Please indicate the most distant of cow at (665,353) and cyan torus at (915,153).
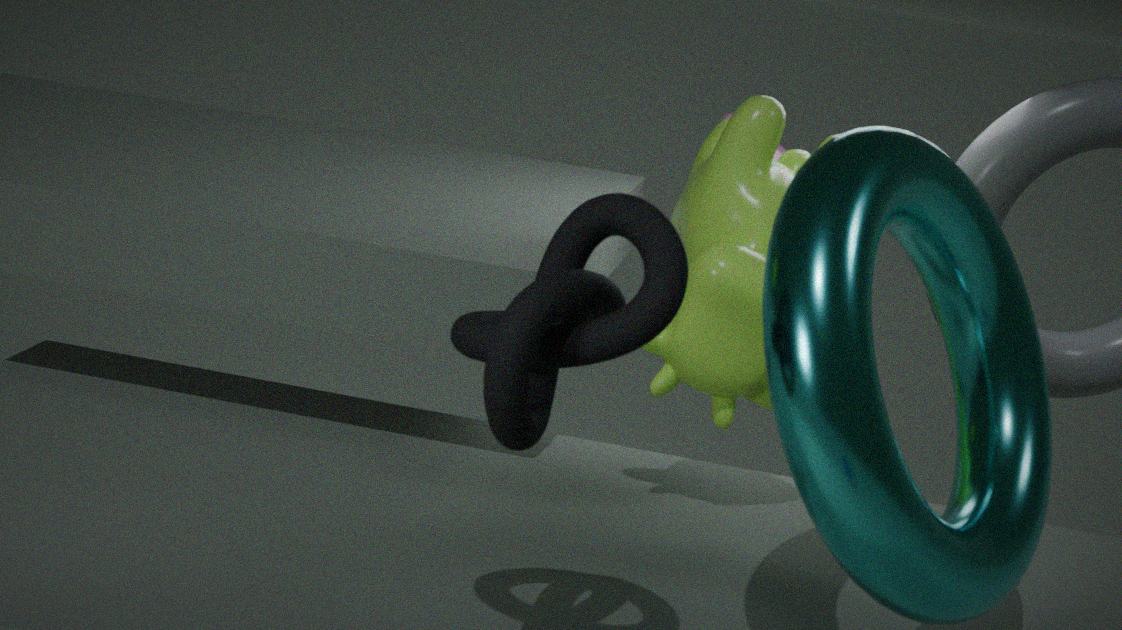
cow at (665,353)
